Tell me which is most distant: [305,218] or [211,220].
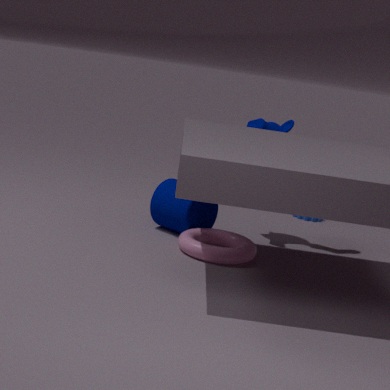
[305,218]
